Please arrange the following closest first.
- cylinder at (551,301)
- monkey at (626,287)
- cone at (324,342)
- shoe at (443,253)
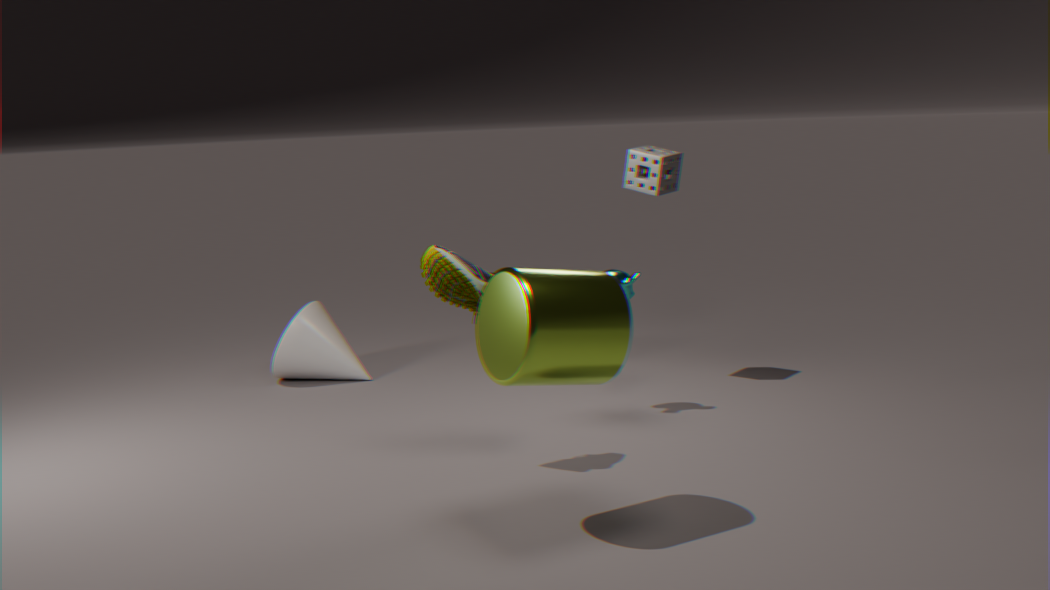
cylinder at (551,301) → shoe at (443,253) → monkey at (626,287) → cone at (324,342)
